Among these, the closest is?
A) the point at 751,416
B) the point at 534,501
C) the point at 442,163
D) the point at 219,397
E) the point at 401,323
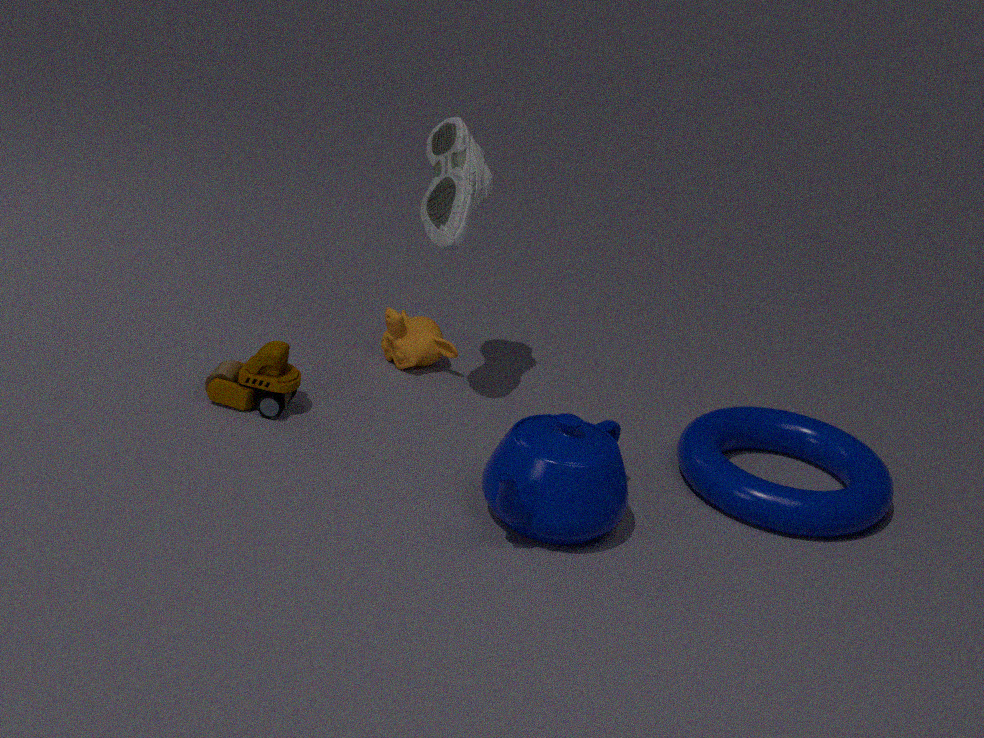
the point at 534,501
